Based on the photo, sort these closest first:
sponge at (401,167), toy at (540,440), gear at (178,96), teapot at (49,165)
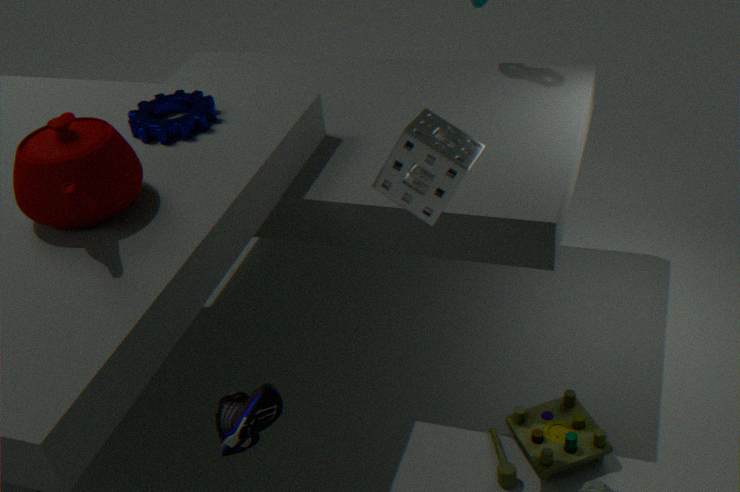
sponge at (401,167) → teapot at (49,165) → toy at (540,440) → gear at (178,96)
